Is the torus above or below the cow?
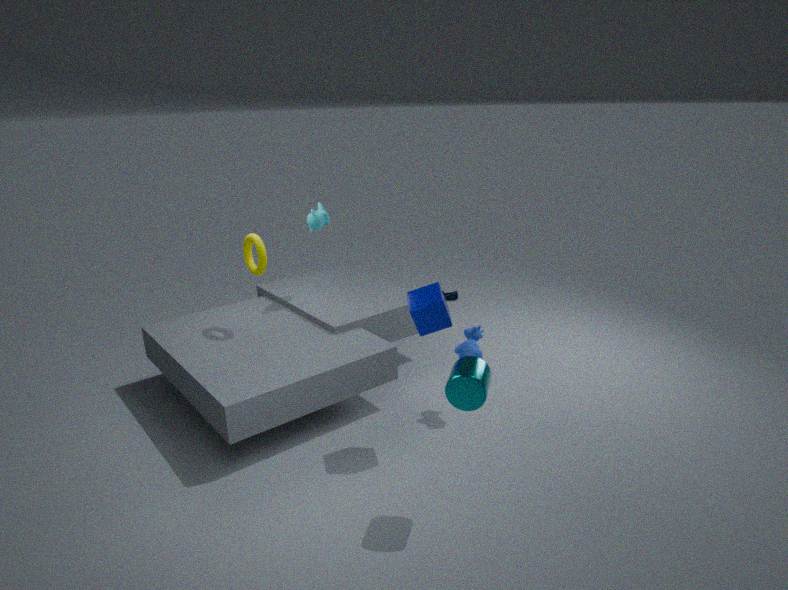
above
